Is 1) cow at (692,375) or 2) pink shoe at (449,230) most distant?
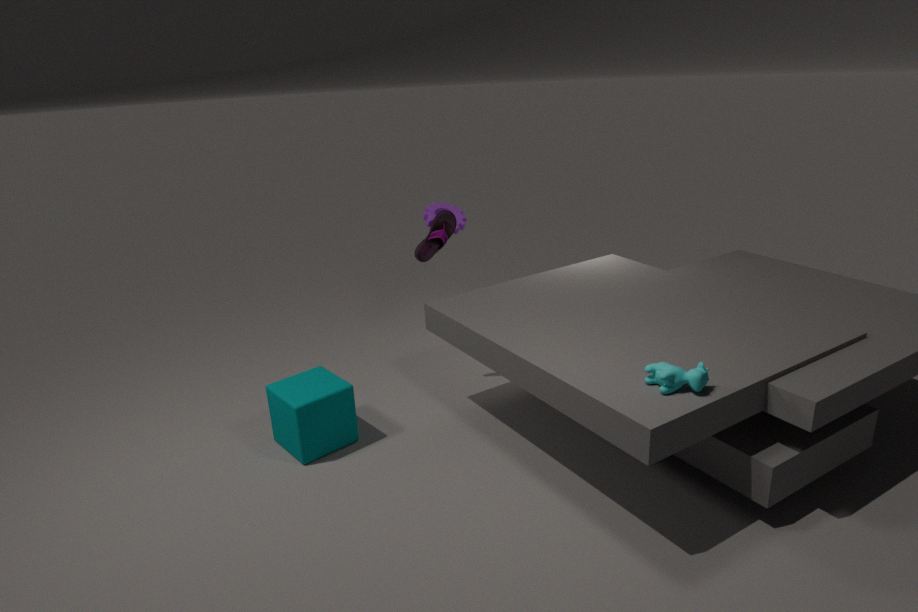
2. pink shoe at (449,230)
